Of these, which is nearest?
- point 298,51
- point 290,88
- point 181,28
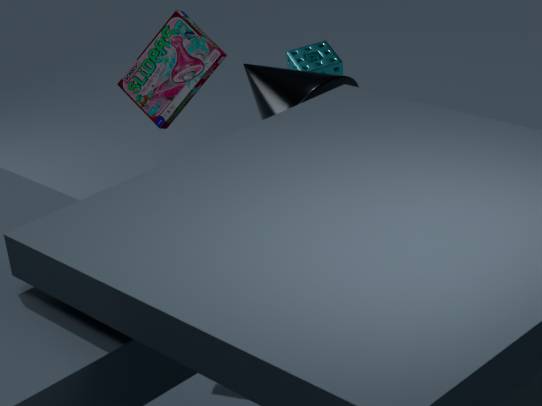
point 181,28
